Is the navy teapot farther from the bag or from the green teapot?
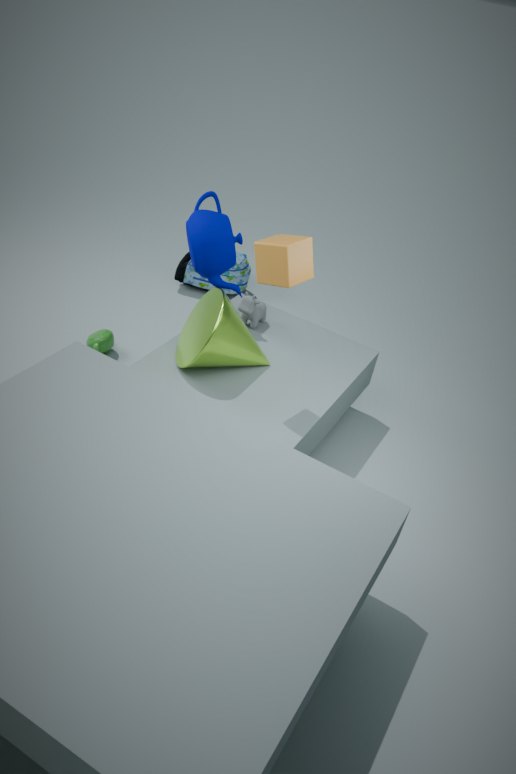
the bag
